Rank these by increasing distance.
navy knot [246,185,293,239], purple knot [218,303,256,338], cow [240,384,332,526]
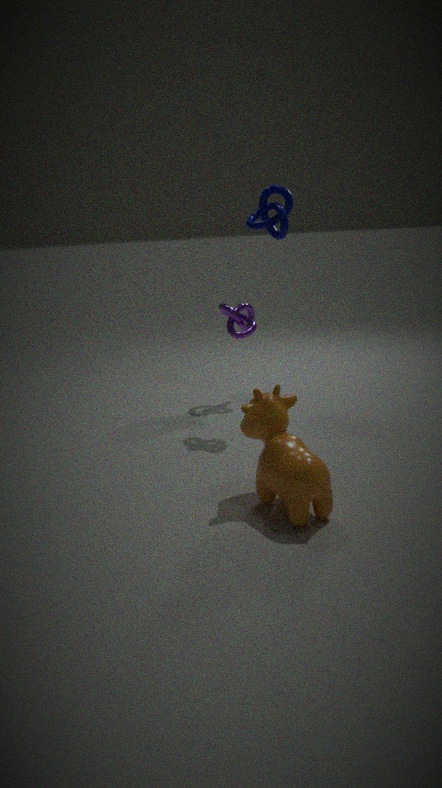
cow [240,384,332,526]
navy knot [246,185,293,239]
purple knot [218,303,256,338]
